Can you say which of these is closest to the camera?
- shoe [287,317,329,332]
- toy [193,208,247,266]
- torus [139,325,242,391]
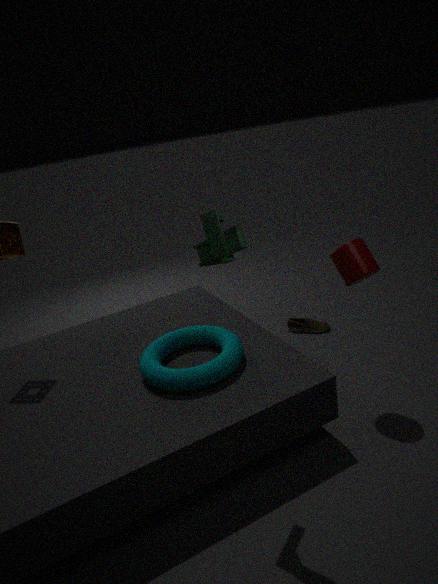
toy [193,208,247,266]
